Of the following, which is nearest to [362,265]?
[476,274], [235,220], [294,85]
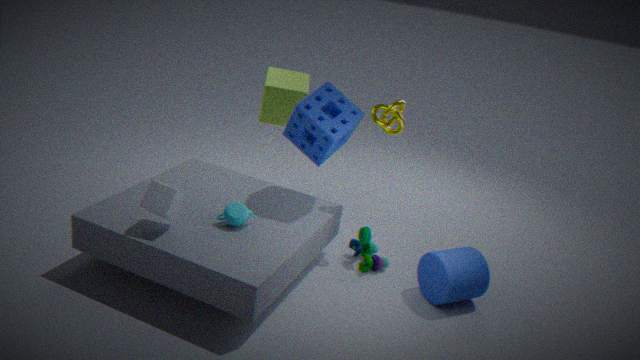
[476,274]
